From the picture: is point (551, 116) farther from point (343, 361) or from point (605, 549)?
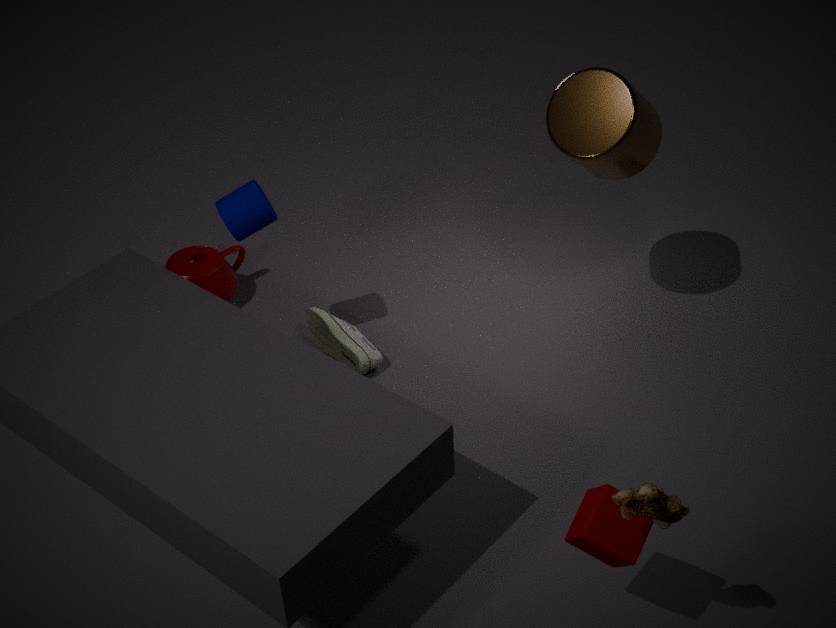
point (605, 549)
